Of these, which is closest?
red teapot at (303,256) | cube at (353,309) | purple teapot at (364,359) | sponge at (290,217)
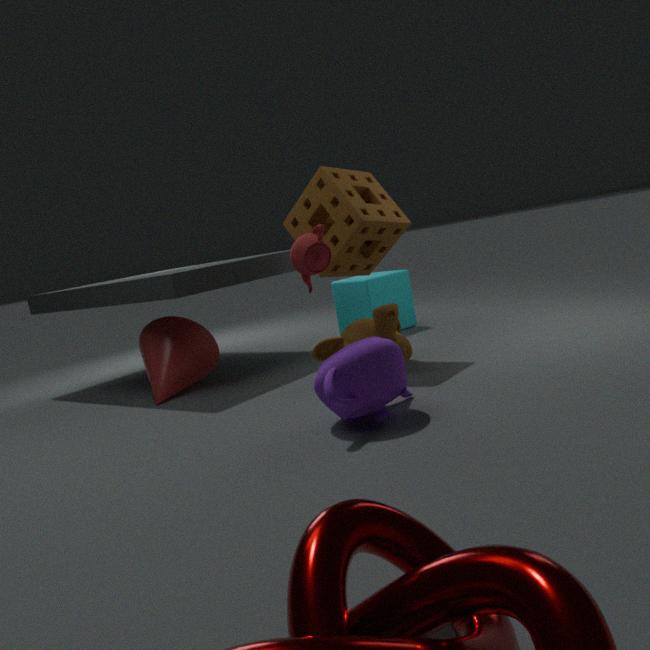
purple teapot at (364,359)
